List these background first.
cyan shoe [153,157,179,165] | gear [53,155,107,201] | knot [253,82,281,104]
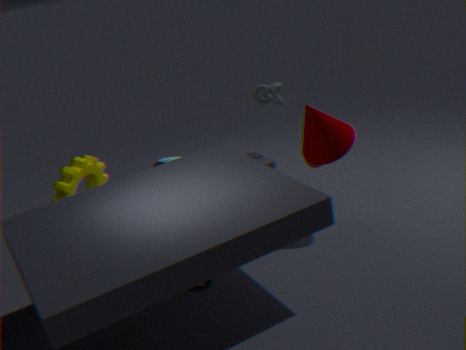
cyan shoe [153,157,179,165] < knot [253,82,281,104] < gear [53,155,107,201]
